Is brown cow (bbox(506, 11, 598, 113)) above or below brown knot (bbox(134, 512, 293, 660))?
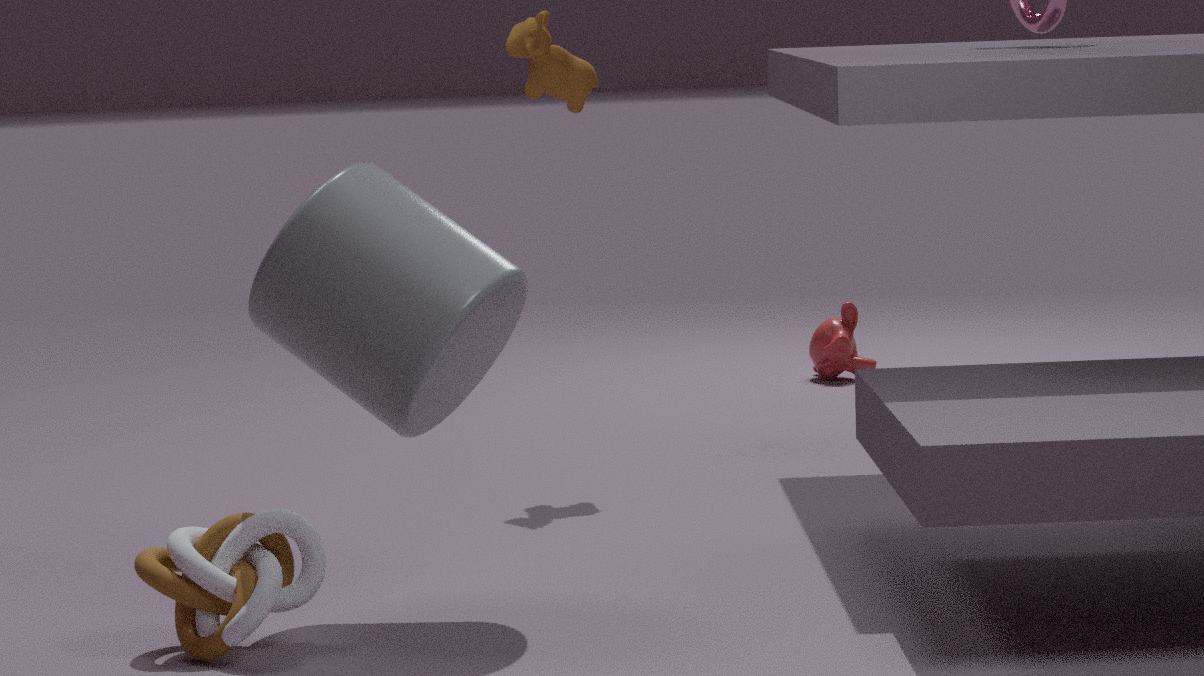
above
